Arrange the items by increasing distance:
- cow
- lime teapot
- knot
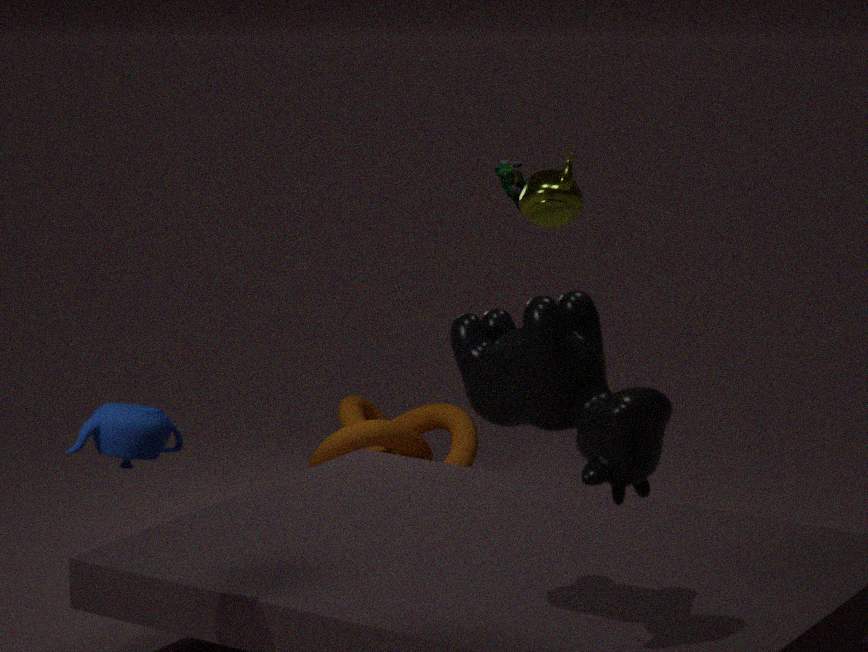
cow < lime teapot < knot
